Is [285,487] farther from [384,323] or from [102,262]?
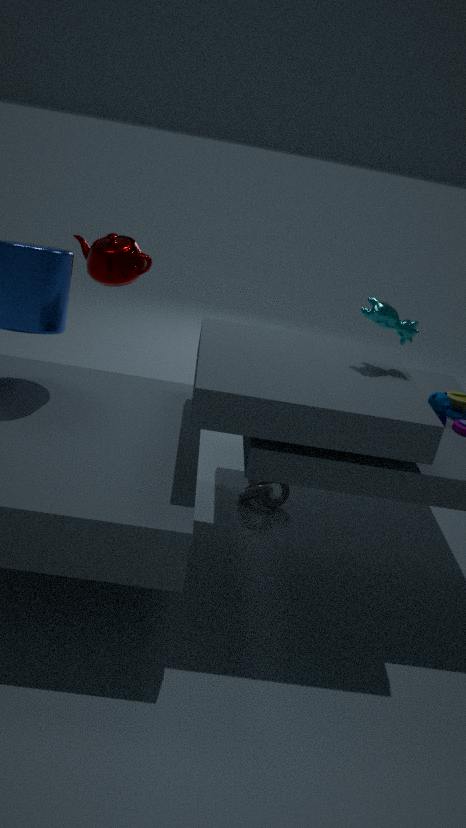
[102,262]
